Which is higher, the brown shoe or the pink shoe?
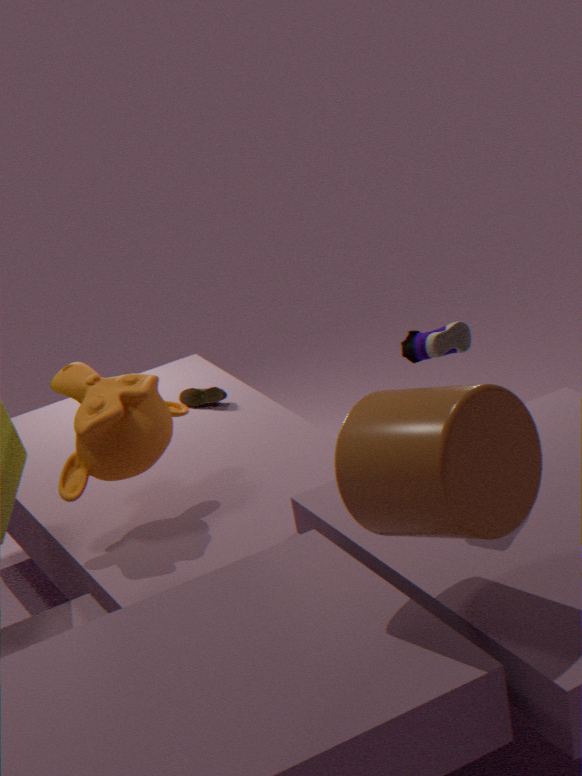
the pink shoe
